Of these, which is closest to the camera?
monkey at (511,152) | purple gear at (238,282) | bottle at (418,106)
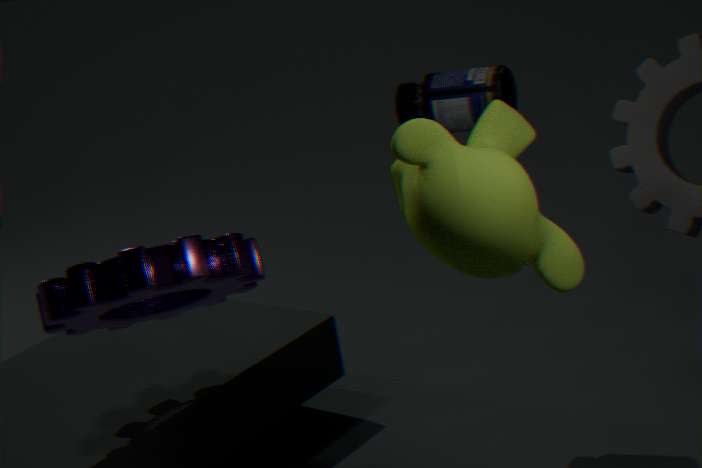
monkey at (511,152)
